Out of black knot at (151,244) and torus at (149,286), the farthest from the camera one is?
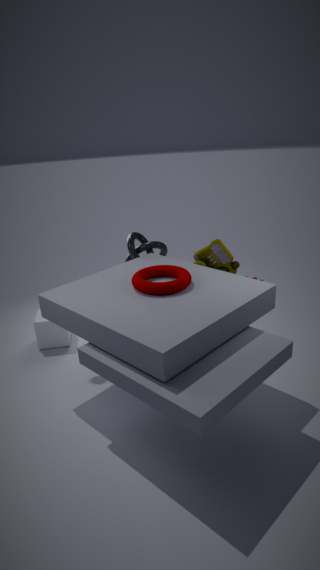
black knot at (151,244)
